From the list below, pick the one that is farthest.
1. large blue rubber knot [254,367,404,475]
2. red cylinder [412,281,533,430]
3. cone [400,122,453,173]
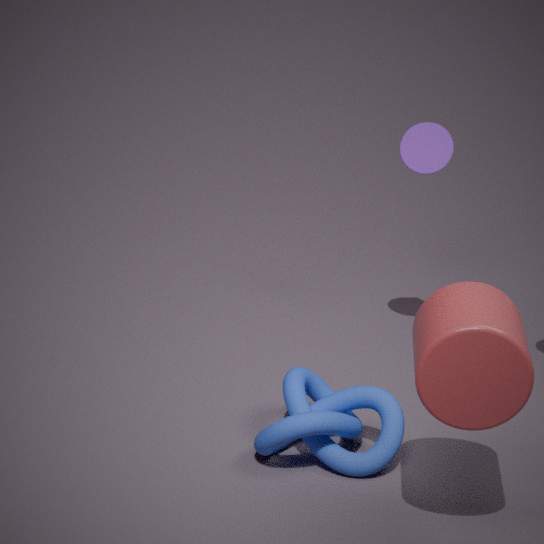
cone [400,122,453,173]
